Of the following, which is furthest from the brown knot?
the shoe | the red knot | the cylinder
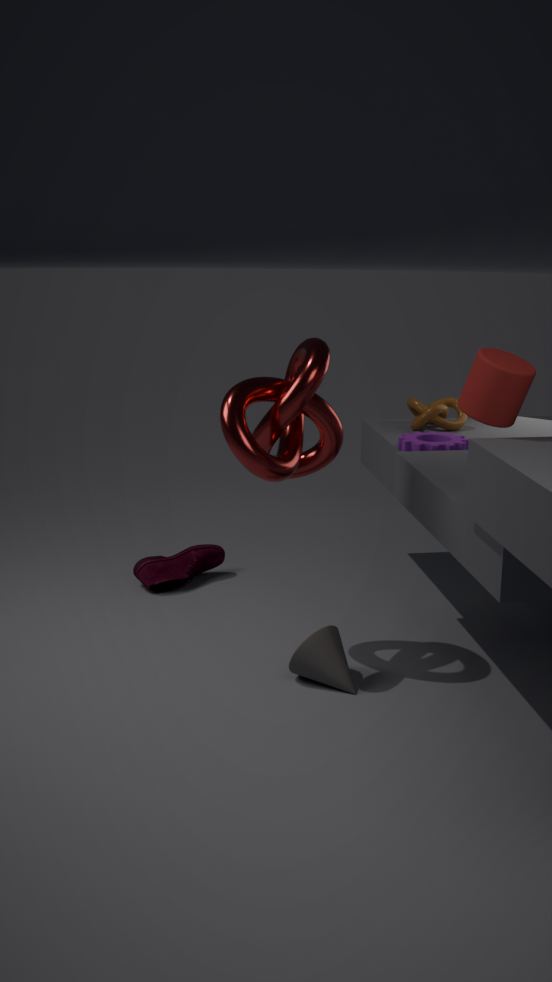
the cylinder
